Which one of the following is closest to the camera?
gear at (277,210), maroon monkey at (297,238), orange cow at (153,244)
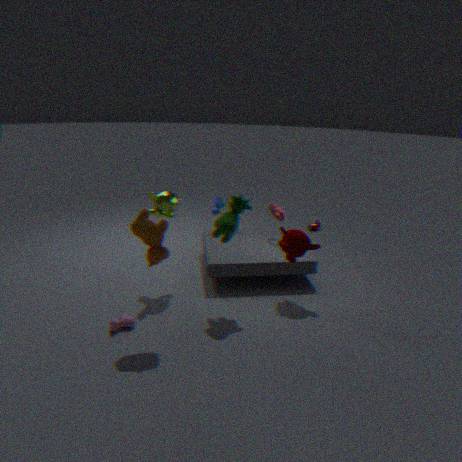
orange cow at (153,244)
